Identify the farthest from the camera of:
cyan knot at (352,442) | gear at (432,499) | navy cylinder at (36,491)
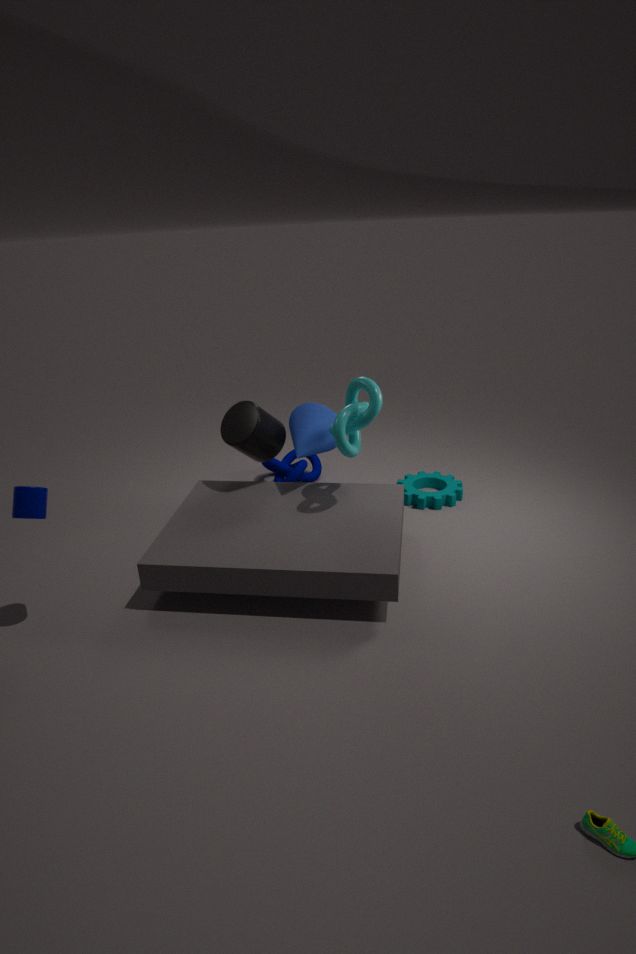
gear at (432,499)
